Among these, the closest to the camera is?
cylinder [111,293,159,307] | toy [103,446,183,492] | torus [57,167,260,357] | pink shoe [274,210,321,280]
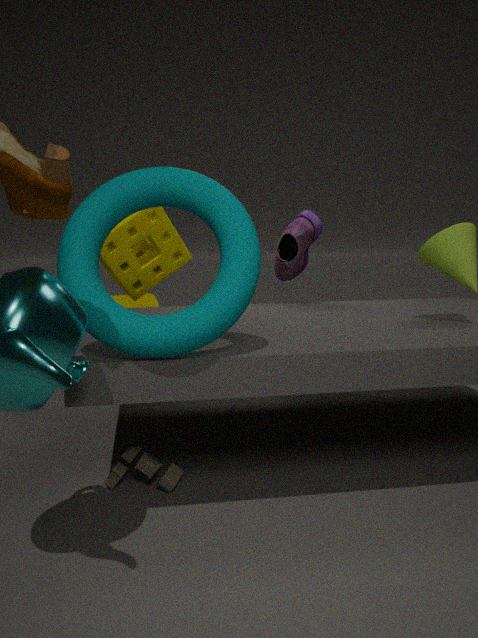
torus [57,167,260,357]
